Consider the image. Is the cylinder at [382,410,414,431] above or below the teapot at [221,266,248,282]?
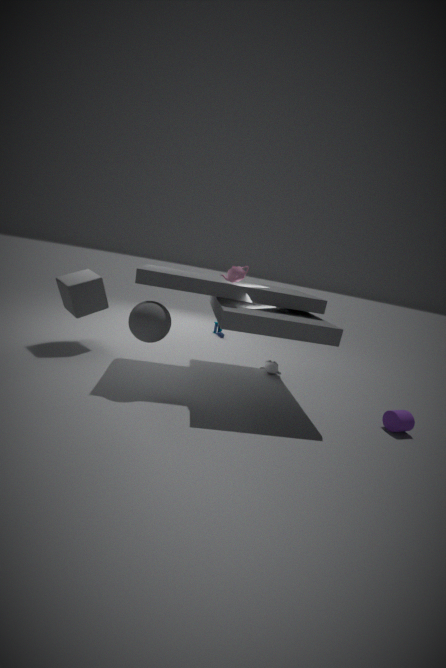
below
